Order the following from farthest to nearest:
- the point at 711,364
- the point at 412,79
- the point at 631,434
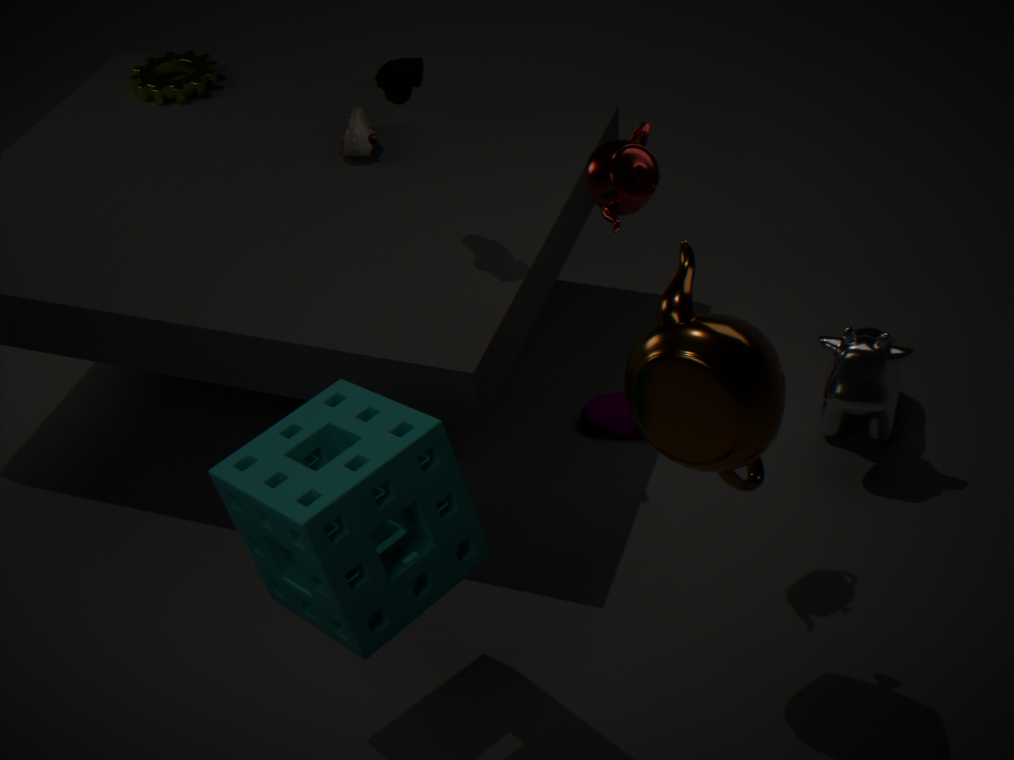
the point at 631,434, the point at 412,79, the point at 711,364
